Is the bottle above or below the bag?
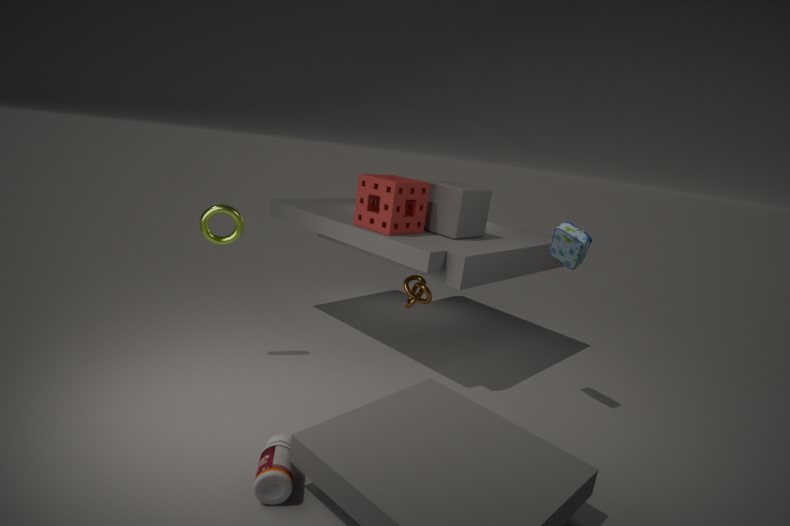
below
